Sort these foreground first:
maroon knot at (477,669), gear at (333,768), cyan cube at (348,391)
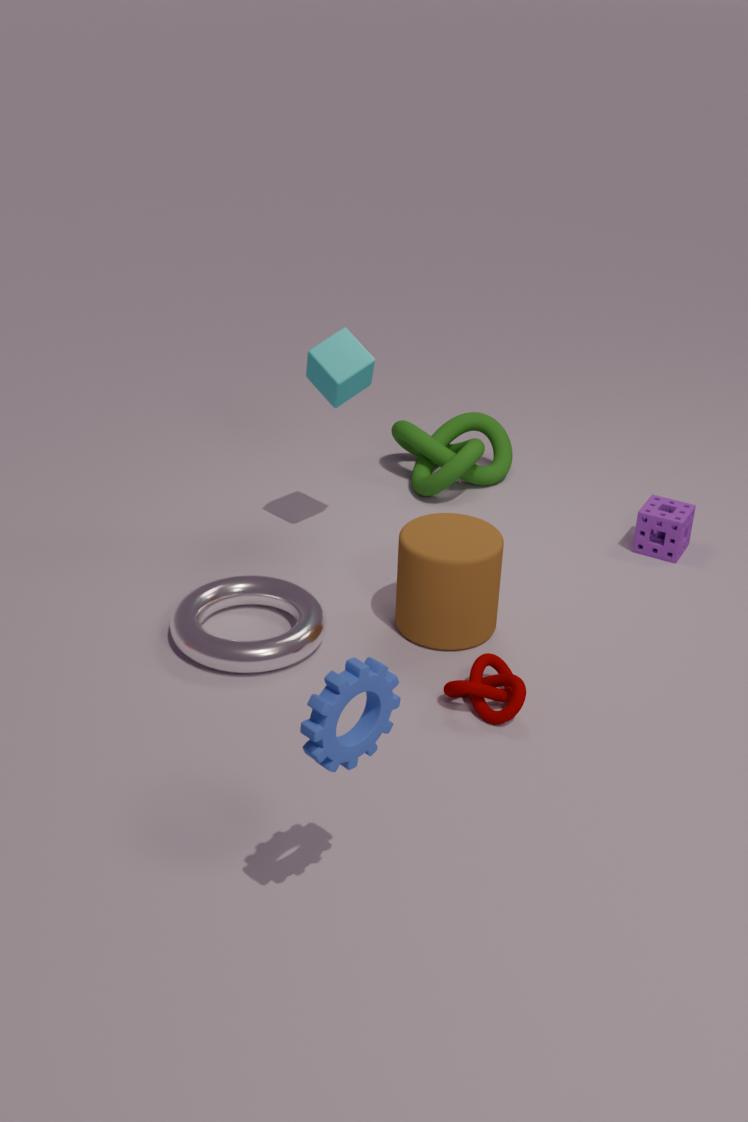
gear at (333,768)
maroon knot at (477,669)
cyan cube at (348,391)
